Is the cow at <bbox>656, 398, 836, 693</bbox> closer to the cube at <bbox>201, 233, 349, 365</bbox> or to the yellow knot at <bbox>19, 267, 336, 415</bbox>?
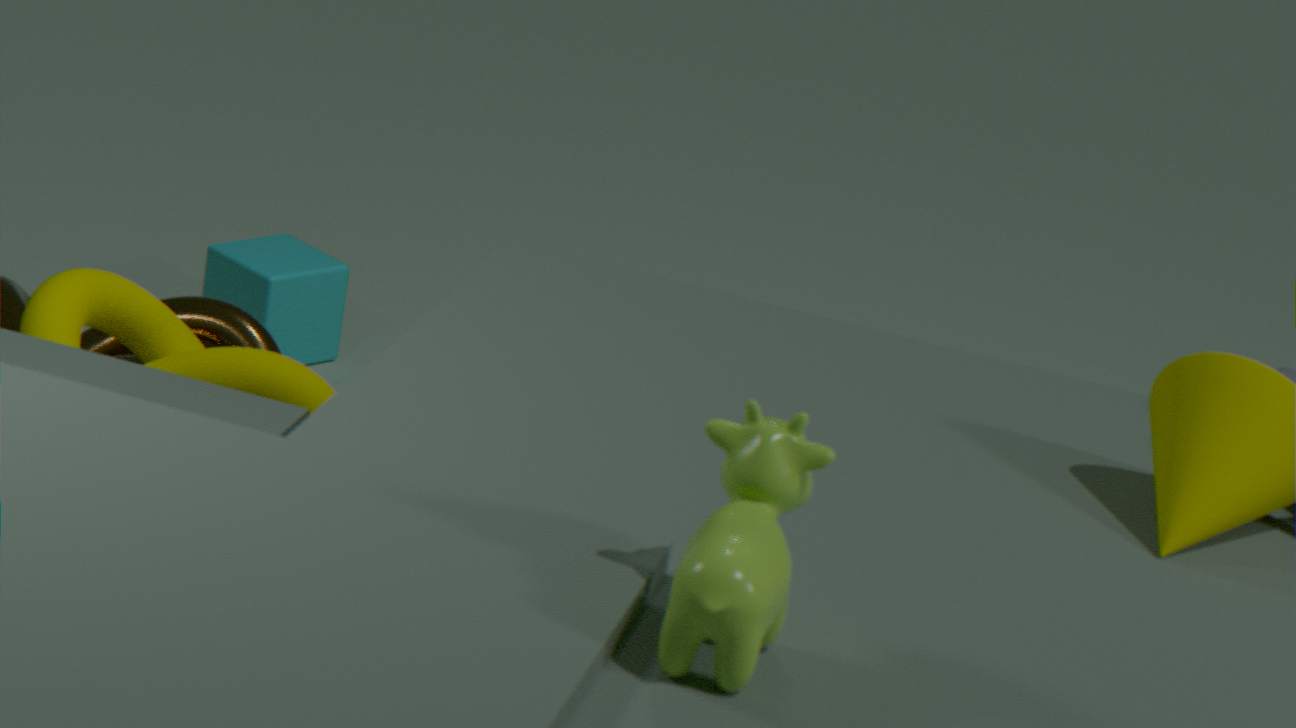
the yellow knot at <bbox>19, 267, 336, 415</bbox>
